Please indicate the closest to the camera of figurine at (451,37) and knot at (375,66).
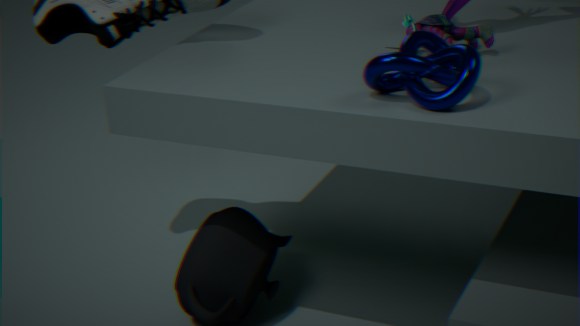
knot at (375,66)
